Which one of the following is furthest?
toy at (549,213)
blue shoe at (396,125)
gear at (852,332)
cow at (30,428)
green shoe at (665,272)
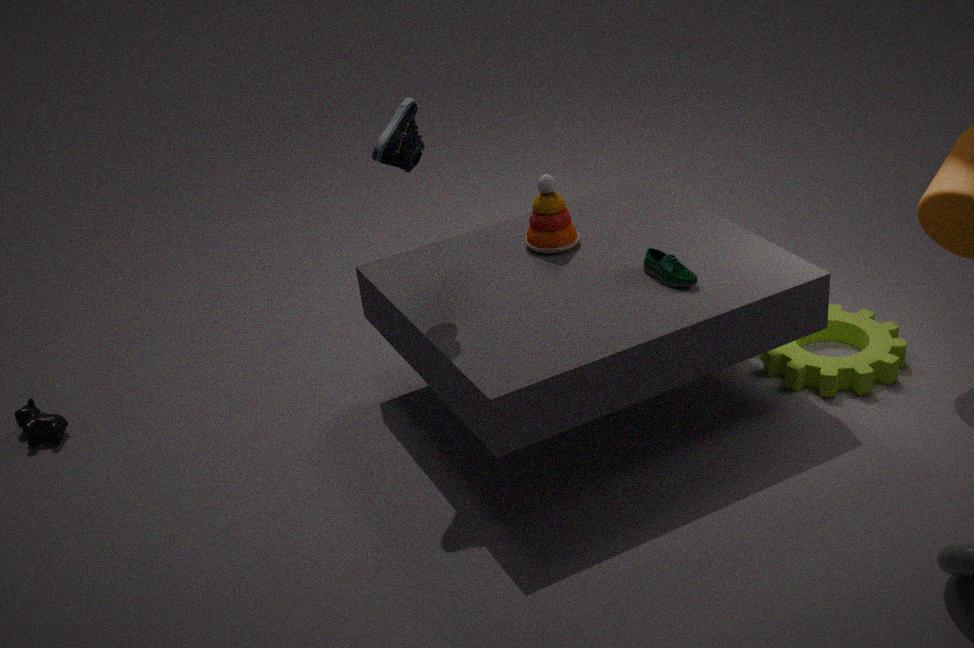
cow at (30,428)
